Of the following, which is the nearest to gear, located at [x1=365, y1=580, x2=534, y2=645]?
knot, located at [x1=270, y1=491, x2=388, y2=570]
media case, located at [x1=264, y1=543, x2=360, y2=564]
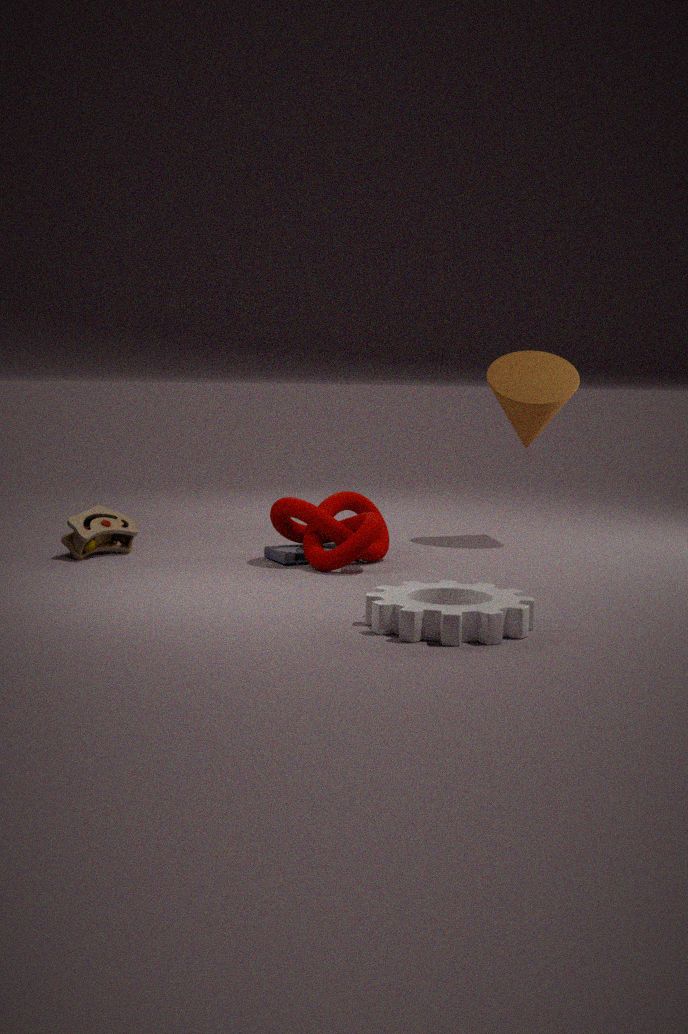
knot, located at [x1=270, y1=491, x2=388, y2=570]
